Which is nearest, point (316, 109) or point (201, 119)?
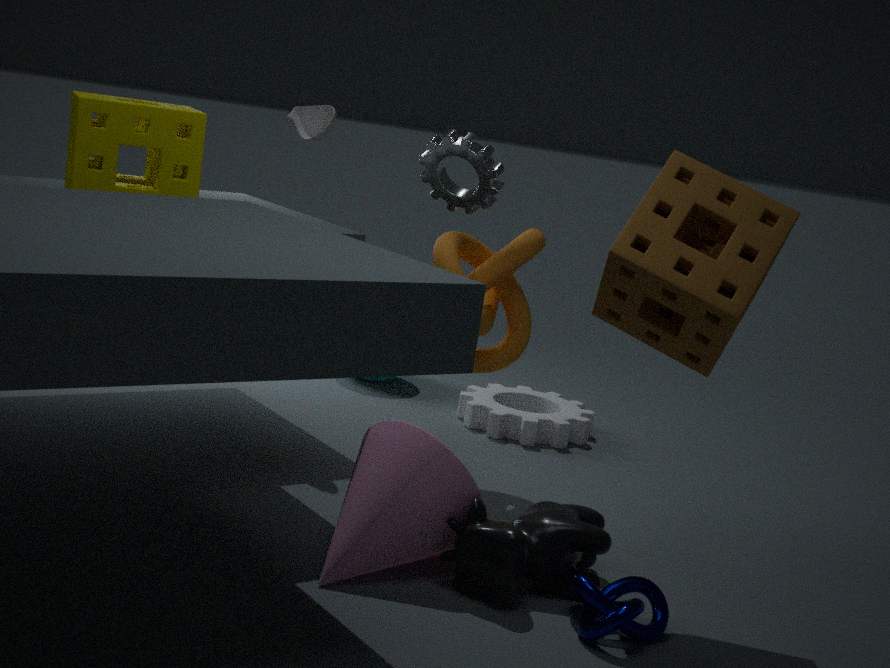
point (201, 119)
